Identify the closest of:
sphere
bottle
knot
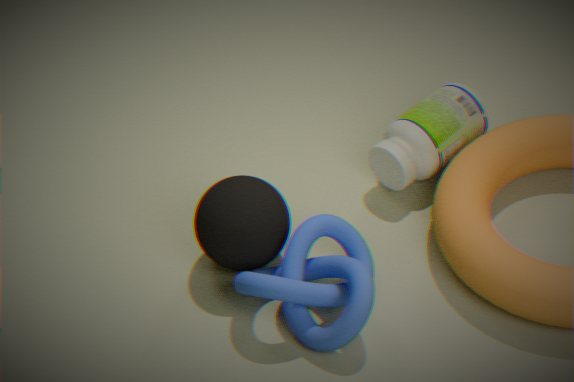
knot
